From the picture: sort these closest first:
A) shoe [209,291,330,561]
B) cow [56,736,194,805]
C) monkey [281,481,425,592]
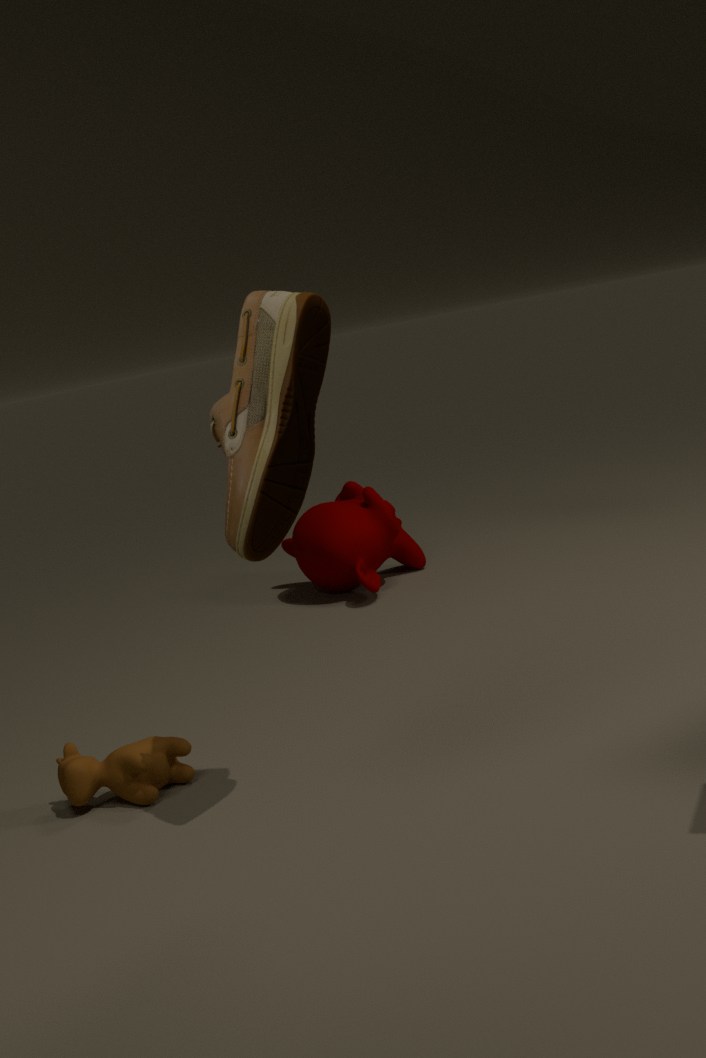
1. shoe [209,291,330,561]
2. cow [56,736,194,805]
3. monkey [281,481,425,592]
